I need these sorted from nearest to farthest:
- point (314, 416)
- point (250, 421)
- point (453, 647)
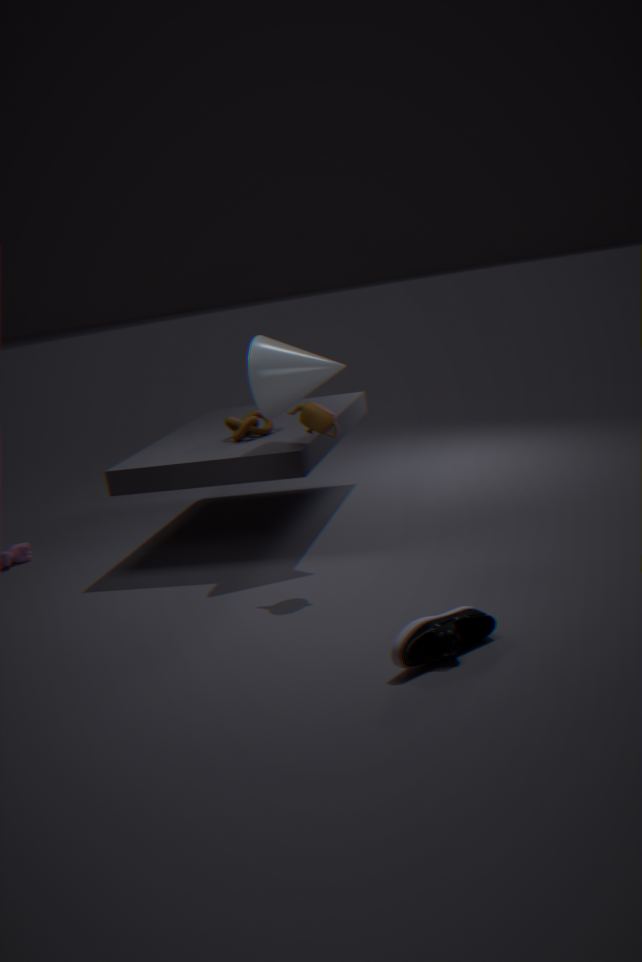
1. point (453, 647)
2. point (314, 416)
3. point (250, 421)
